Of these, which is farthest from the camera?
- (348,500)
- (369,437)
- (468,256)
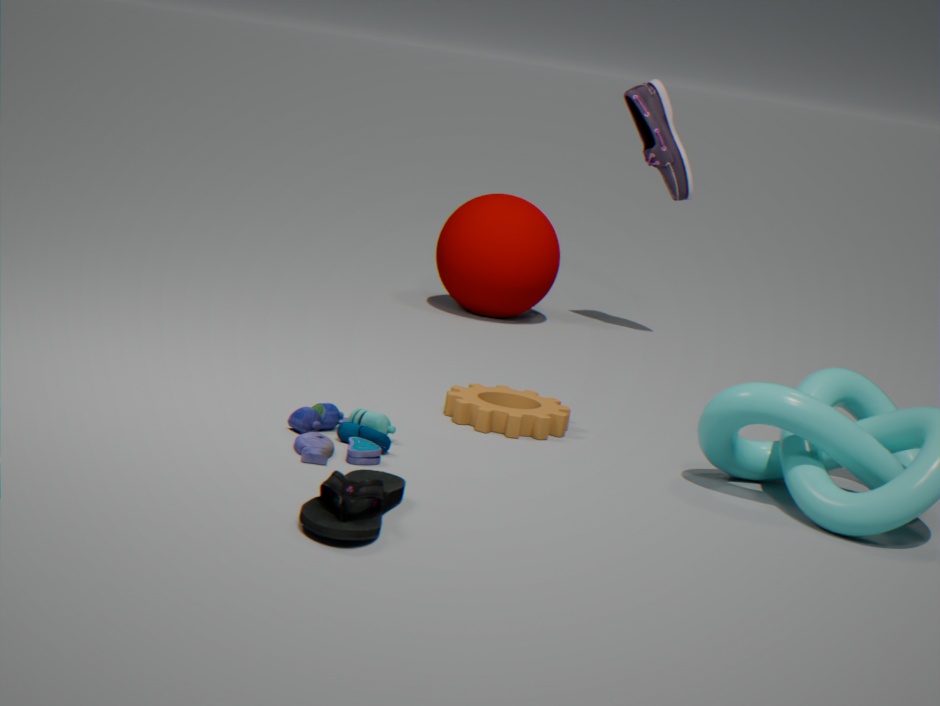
(468,256)
